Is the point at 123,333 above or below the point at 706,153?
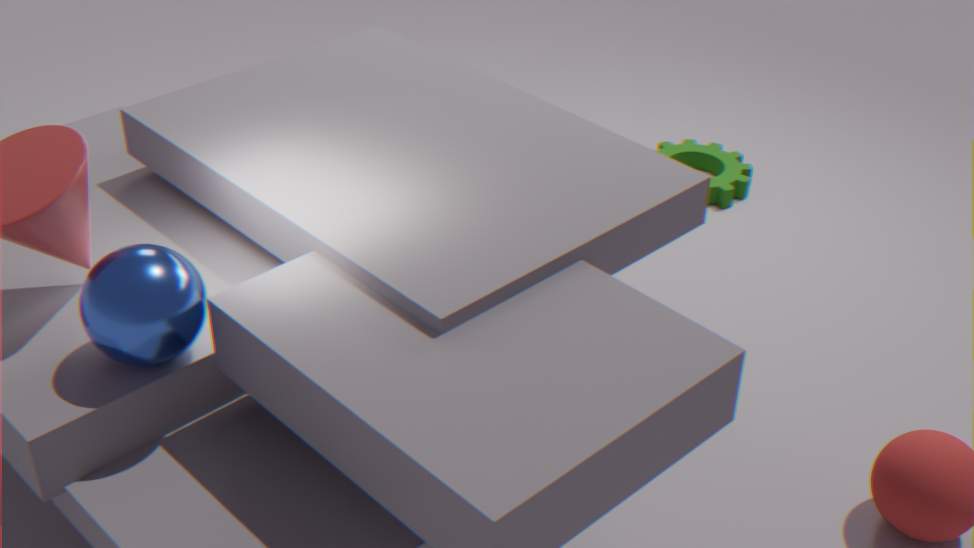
above
